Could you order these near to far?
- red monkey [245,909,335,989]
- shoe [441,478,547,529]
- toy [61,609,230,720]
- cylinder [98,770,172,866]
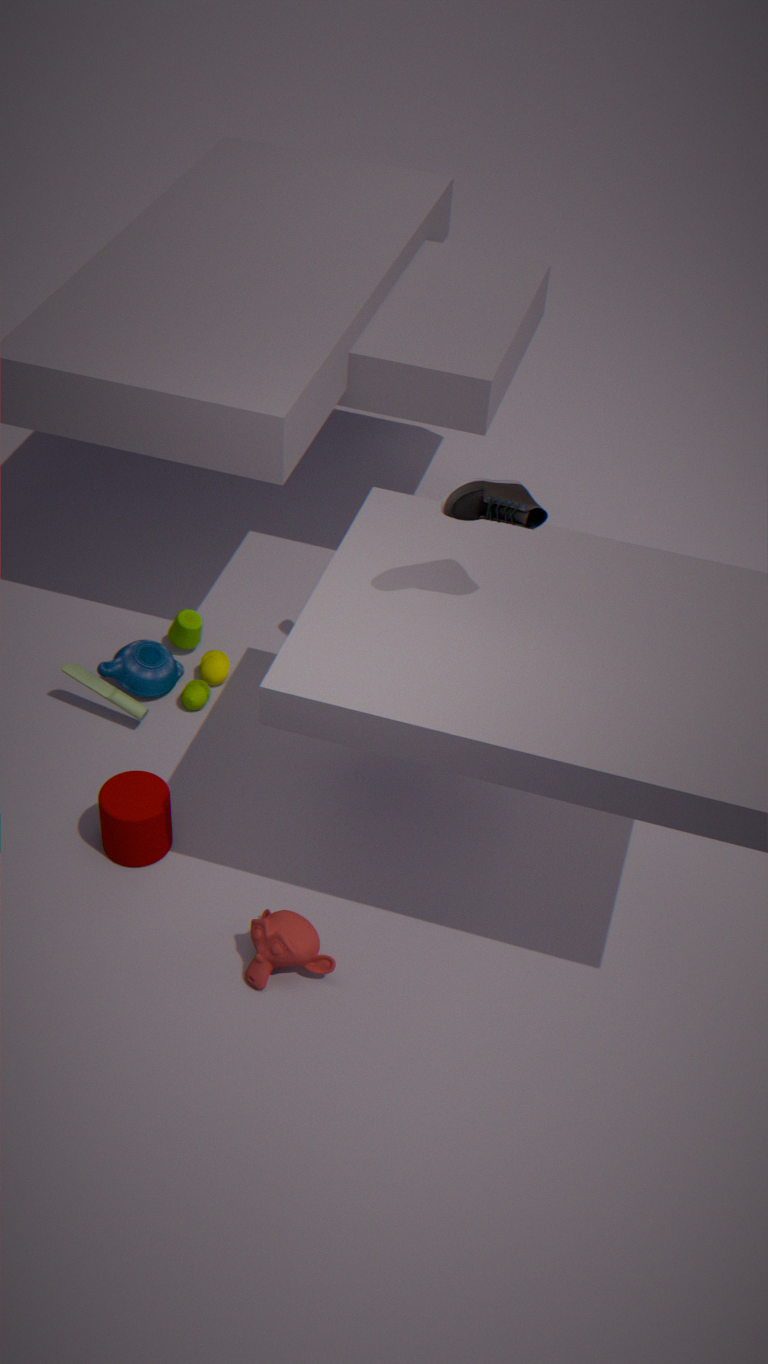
shoe [441,478,547,529] → red monkey [245,909,335,989] → cylinder [98,770,172,866] → toy [61,609,230,720]
